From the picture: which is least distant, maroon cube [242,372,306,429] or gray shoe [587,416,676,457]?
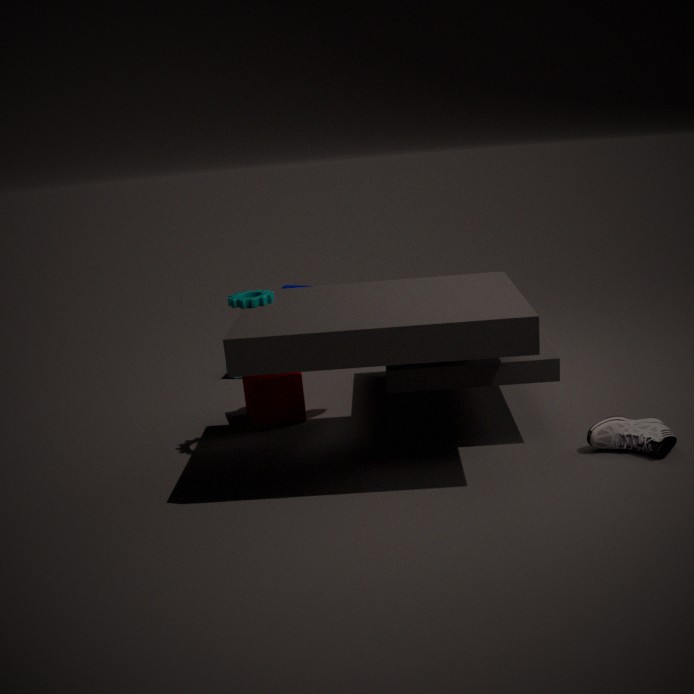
gray shoe [587,416,676,457]
